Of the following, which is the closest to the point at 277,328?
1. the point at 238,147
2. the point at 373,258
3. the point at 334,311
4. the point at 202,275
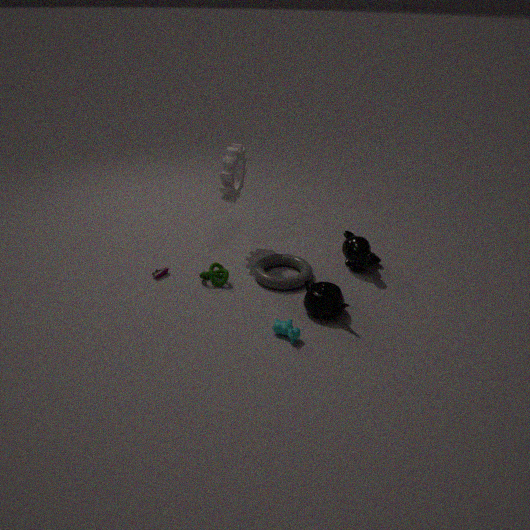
the point at 334,311
